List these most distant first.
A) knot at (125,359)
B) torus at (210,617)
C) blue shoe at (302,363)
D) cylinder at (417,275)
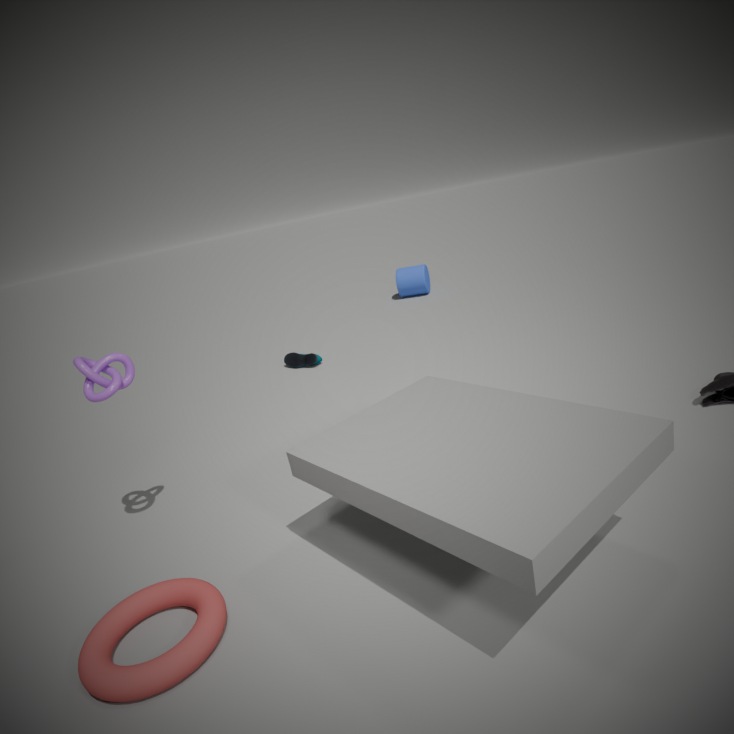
cylinder at (417,275), blue shoe at (302,363), knot at (125,359), torus at (210,617)
